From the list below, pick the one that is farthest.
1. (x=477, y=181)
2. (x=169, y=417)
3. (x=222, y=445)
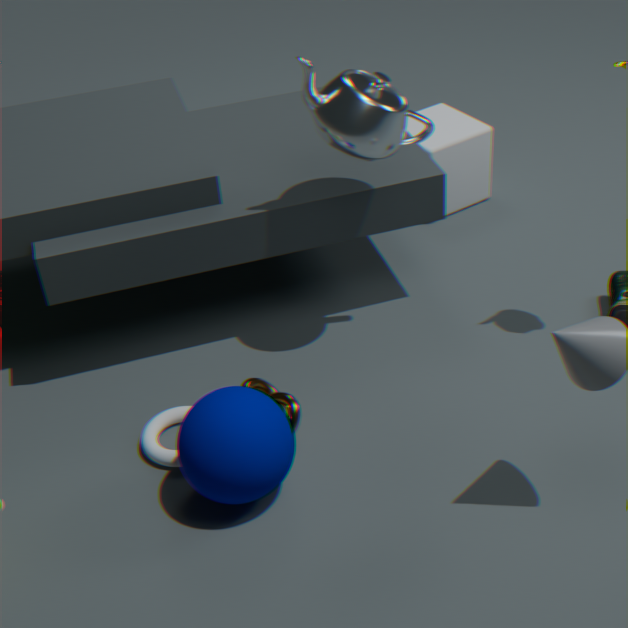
(x=477, y=181)
